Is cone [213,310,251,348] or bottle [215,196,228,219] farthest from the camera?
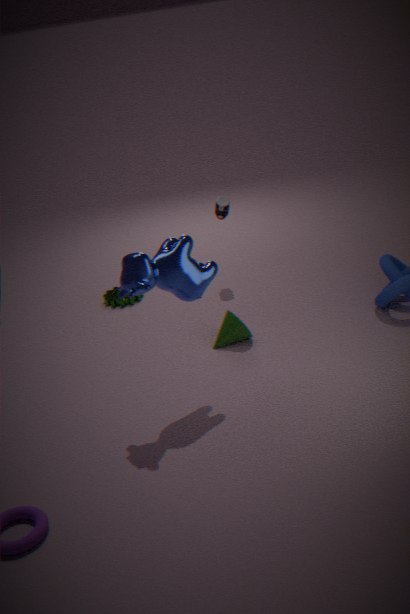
bottle [215,196,228,219]
